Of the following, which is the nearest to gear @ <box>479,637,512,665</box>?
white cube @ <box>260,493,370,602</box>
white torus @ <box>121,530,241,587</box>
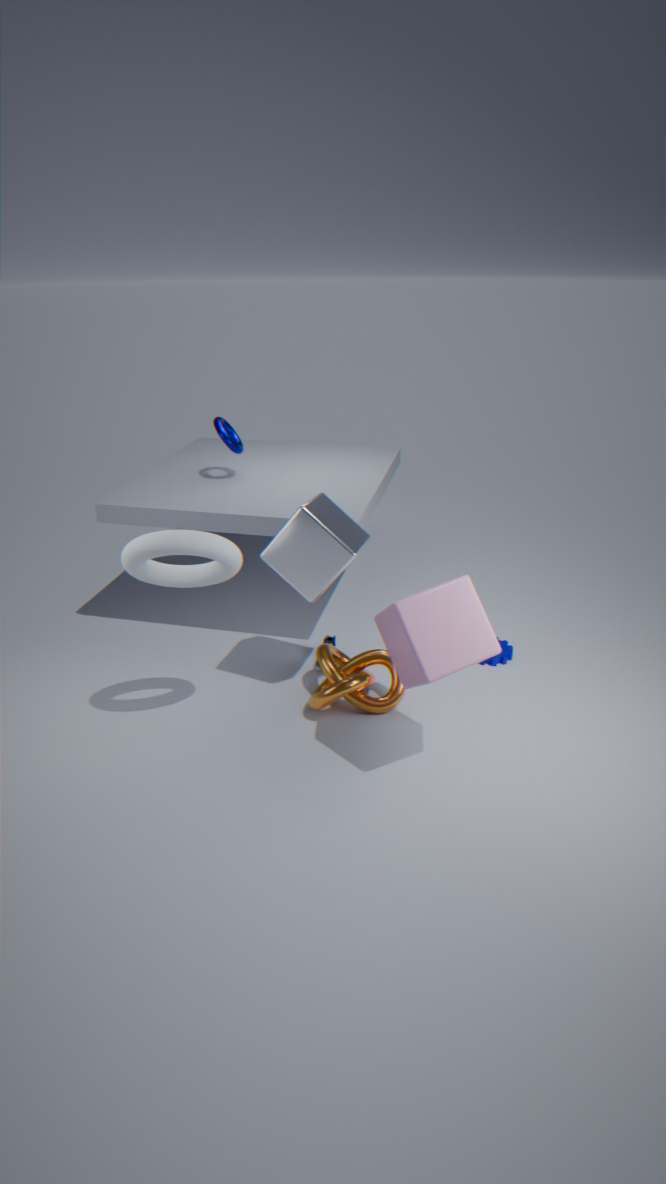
white cube @ <box>260,493,370,602</box>
